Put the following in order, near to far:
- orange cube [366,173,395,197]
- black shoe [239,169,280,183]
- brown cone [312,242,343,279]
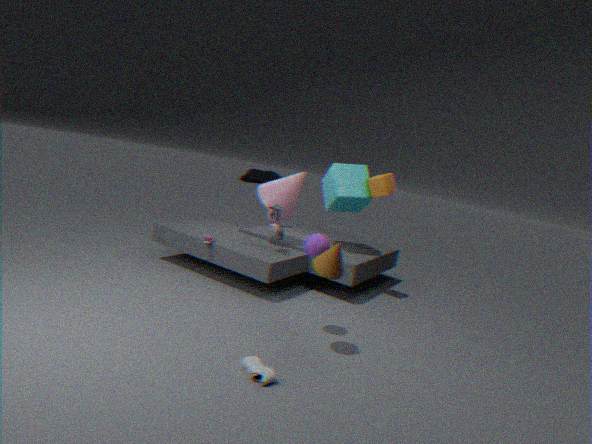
1. brown cone [312,242,343,279]
2. orange cube [366,173,395,197]
3. black shoe [239,169,280,183]
